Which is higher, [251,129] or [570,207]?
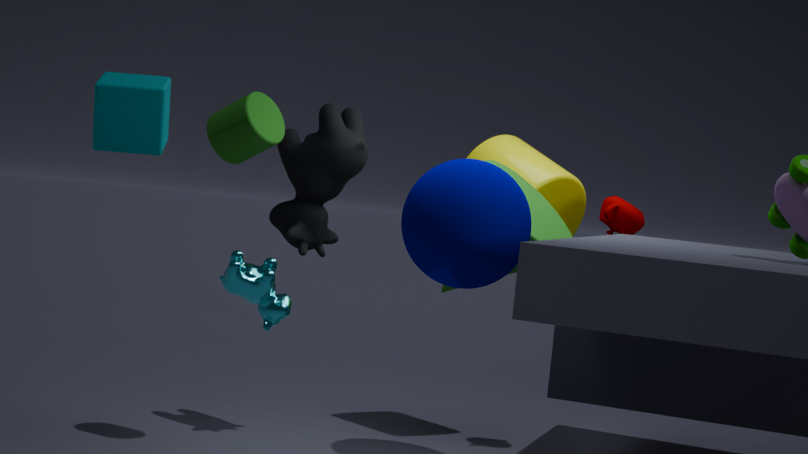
[251,129]
